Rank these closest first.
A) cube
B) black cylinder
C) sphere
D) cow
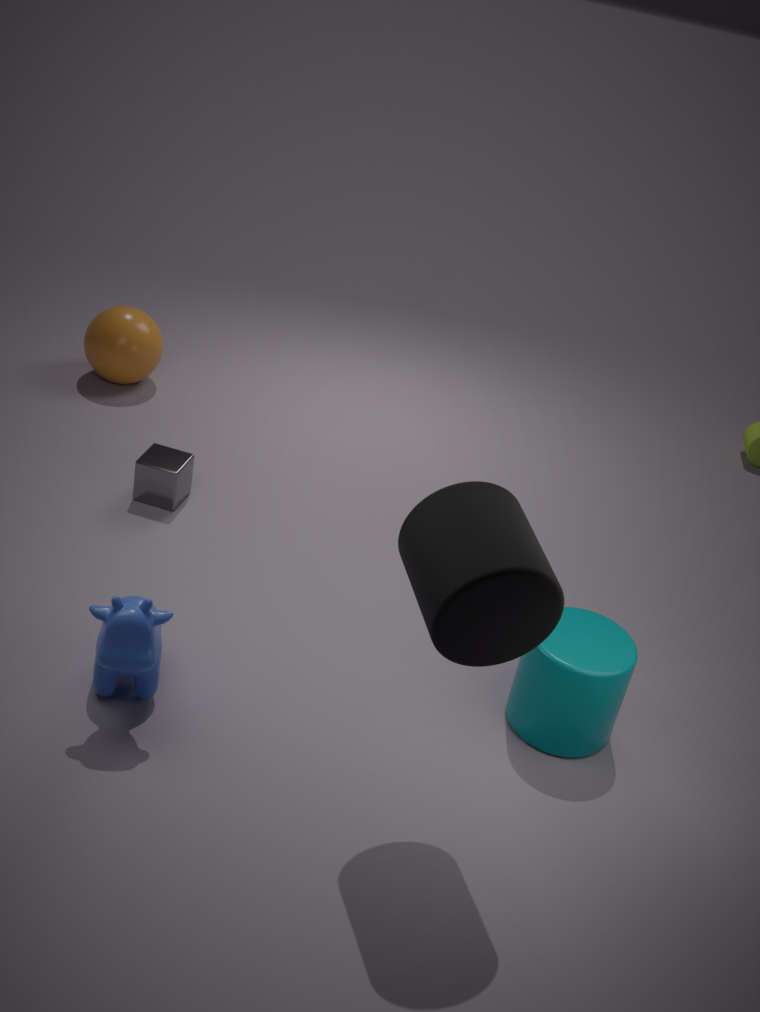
black cylinder
cow
cube
sphere
